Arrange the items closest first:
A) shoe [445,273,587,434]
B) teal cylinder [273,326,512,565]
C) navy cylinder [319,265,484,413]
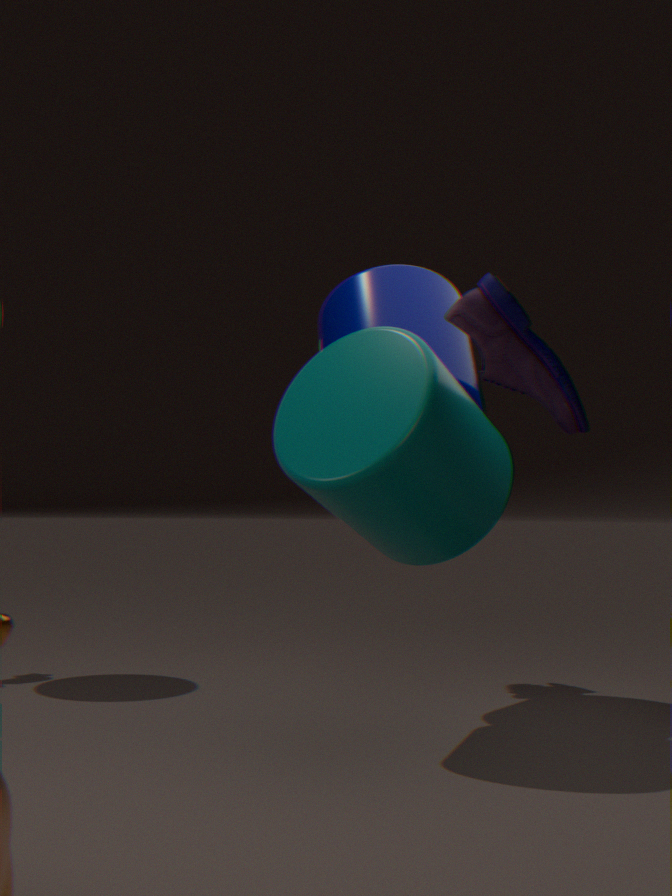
shoe [445,273,587,434] → teal cylinder [273,326,512,565] → navy cylinder [319,265,484,413]
